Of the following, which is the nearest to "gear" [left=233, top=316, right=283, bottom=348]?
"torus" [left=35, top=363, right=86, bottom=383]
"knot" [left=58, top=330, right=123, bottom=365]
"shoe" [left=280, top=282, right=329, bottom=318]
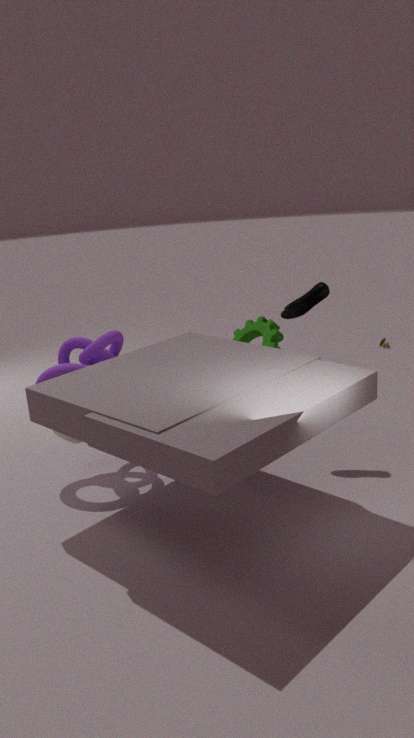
"shoe" [left=280, top=282, right=329, bottom=318]
